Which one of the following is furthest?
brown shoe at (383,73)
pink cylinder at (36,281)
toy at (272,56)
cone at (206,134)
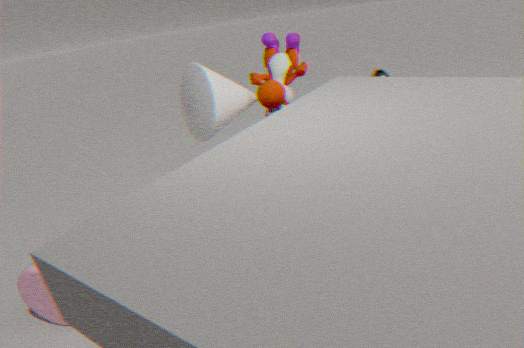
brown shoe at (383,73)
